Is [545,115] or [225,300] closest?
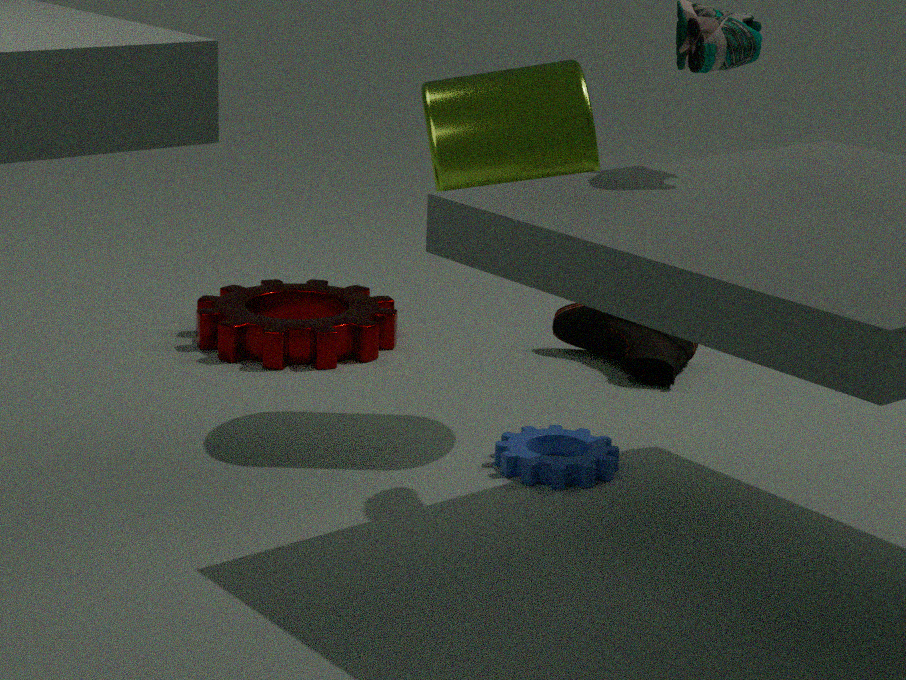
[545,115]
